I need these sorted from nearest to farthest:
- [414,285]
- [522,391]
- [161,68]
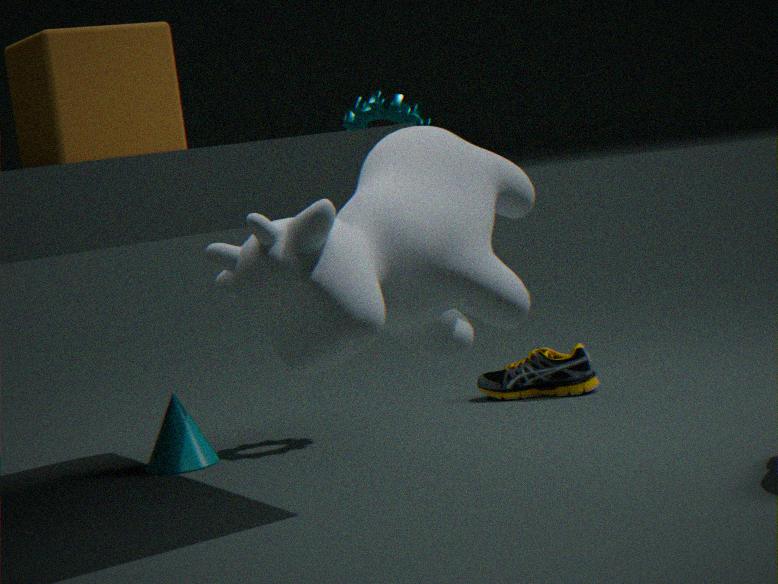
[414,285] < [161,68] < [522,391]
